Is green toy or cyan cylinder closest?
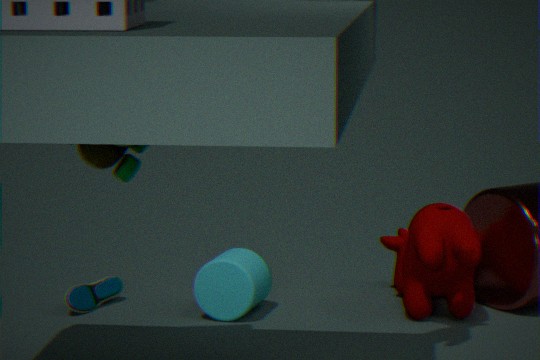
green toy
